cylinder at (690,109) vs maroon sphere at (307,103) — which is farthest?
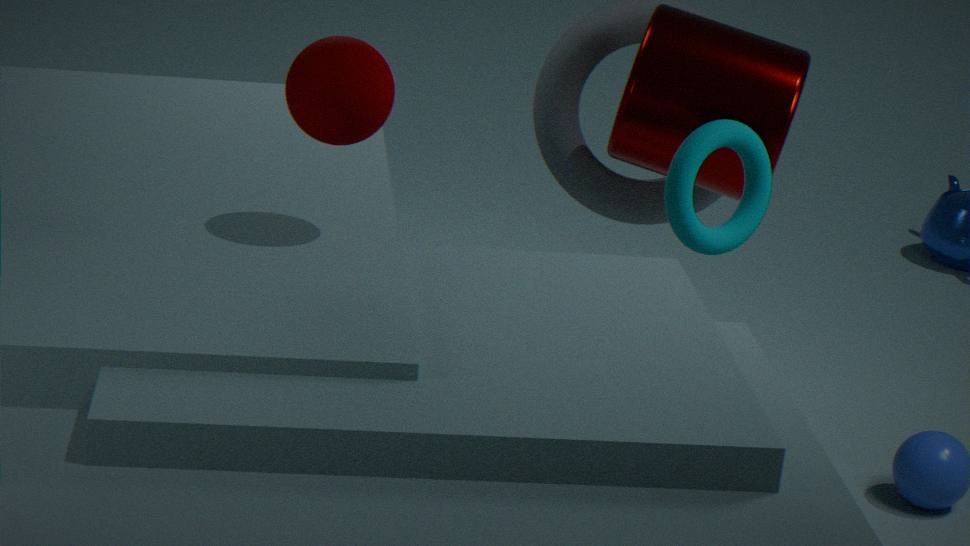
cylinder at (690,109)
